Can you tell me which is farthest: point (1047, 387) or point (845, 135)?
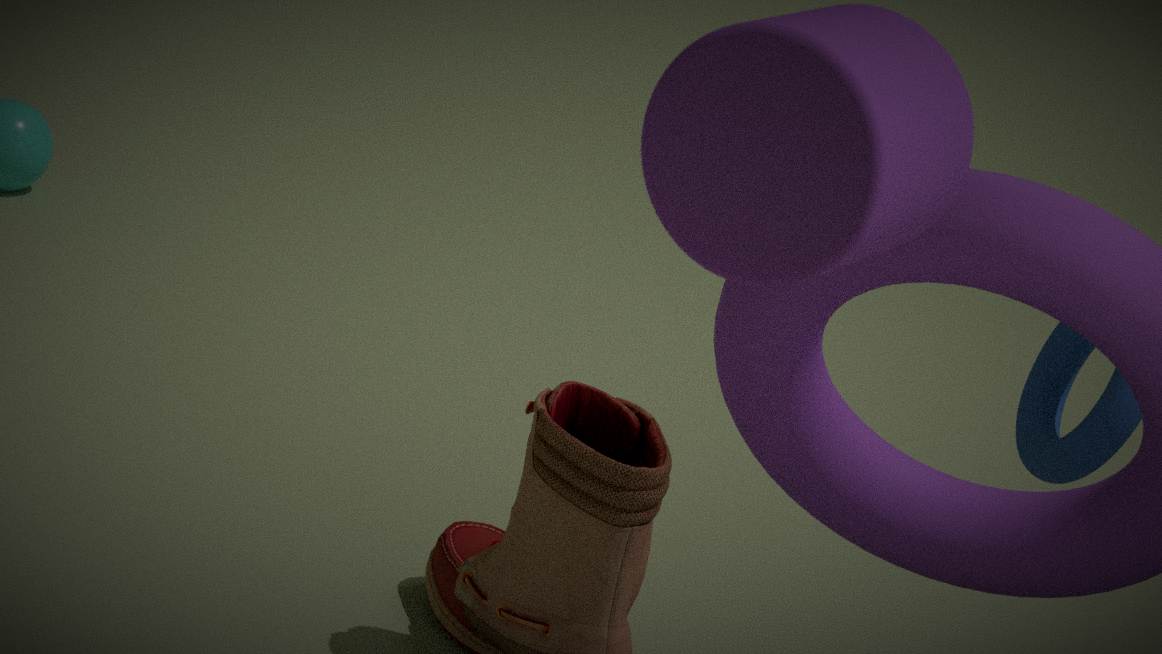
point (1047, 387)
